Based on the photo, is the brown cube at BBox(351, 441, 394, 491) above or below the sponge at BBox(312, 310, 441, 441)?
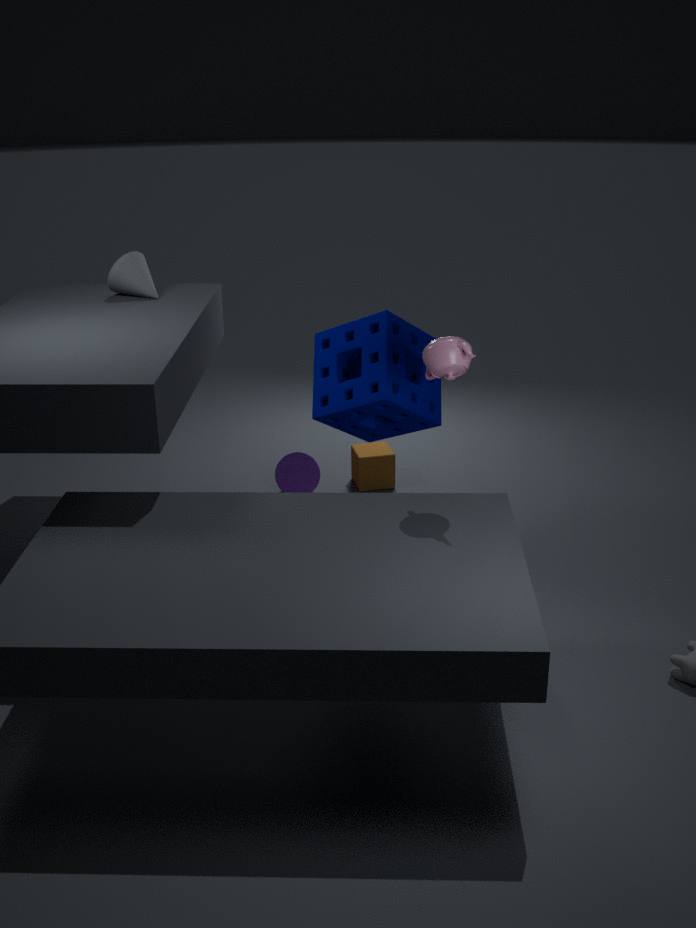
below
